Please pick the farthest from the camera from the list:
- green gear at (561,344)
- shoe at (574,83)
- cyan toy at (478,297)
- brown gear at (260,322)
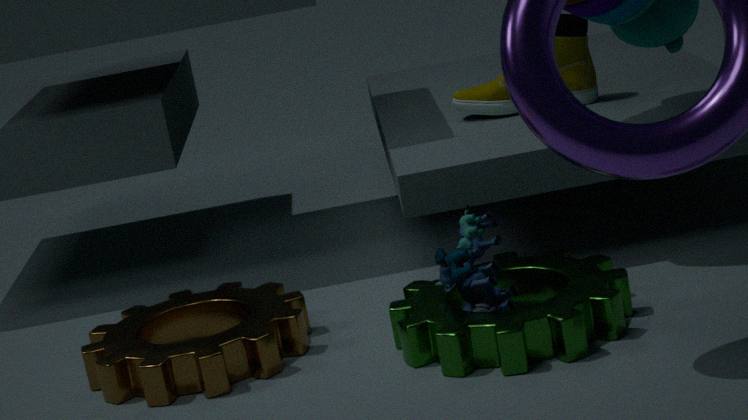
shoe at (574,83)
